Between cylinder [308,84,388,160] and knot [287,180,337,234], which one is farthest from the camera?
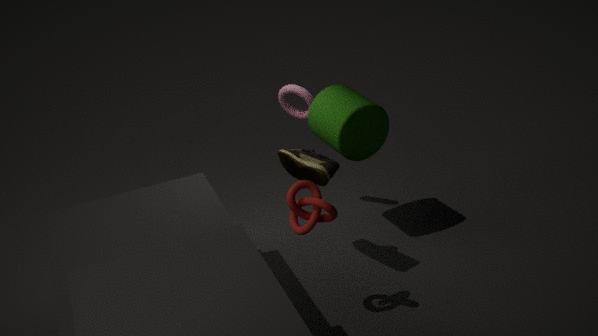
cylinder [308,84,388,160]
